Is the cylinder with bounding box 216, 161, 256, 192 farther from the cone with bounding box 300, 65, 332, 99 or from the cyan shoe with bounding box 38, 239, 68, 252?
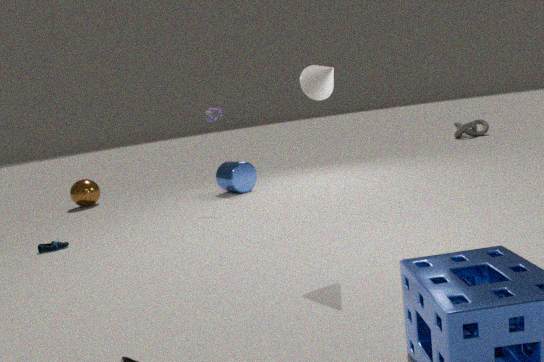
the cone with bounding box 300, 65, 332, 99
